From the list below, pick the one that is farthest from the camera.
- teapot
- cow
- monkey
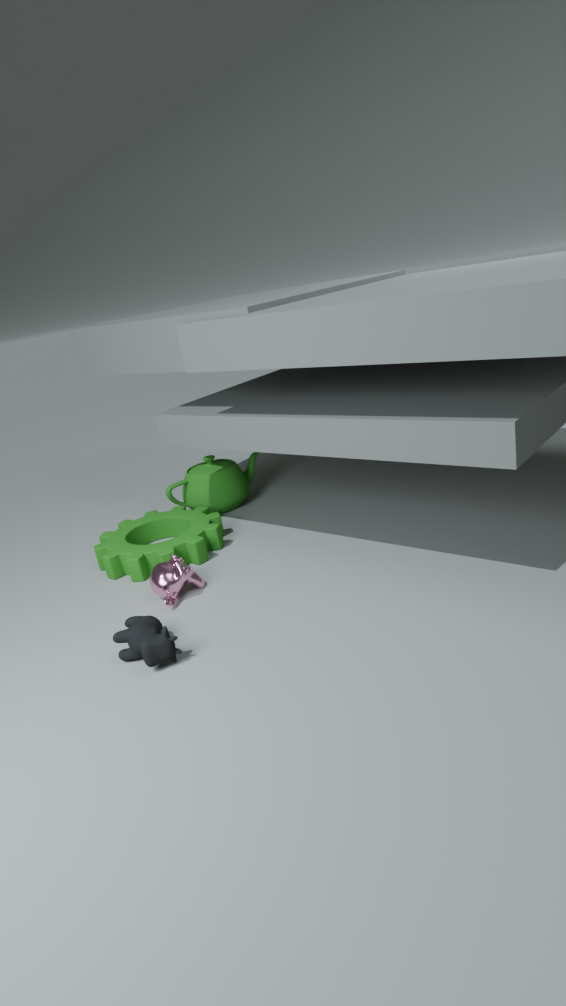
teapot
